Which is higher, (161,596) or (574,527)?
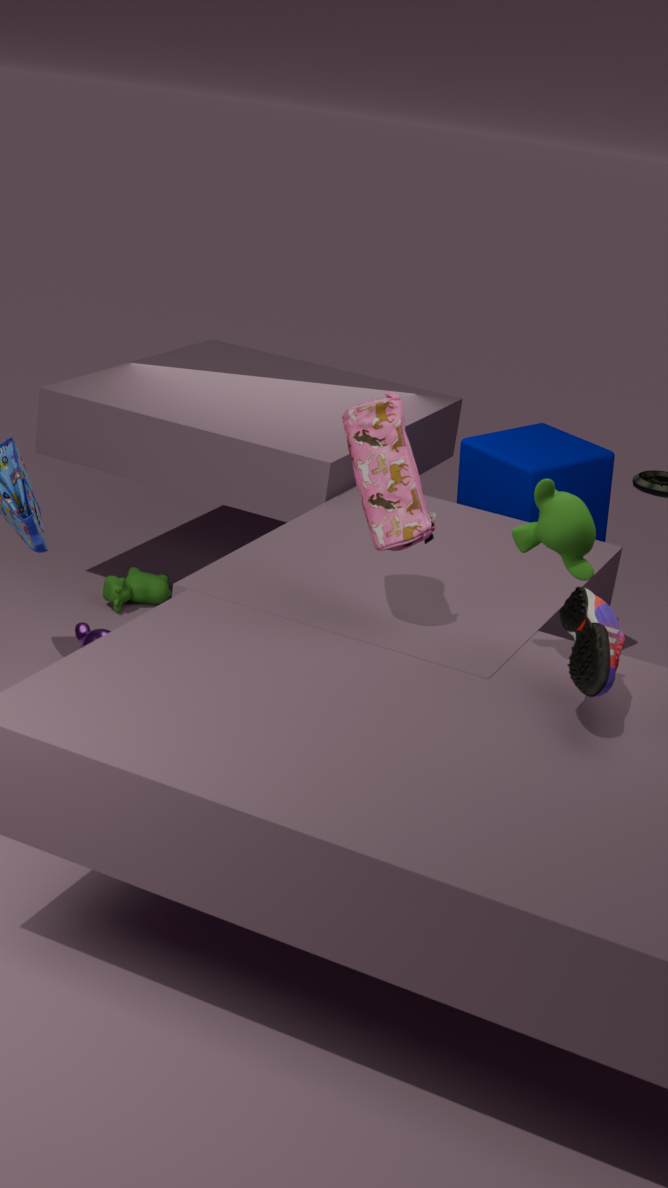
(574,527)
